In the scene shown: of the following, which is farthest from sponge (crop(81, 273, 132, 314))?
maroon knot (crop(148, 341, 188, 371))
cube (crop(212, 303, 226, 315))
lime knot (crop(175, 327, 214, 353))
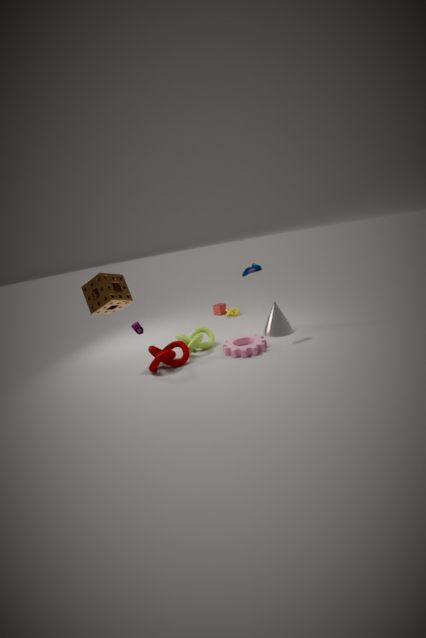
cube (crop(212, 303, 226, 315))
